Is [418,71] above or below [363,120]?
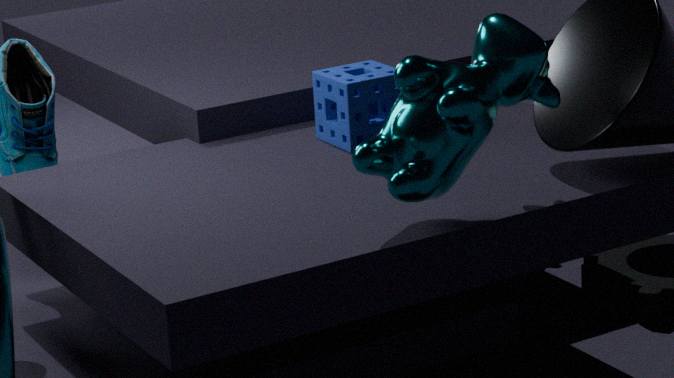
above
